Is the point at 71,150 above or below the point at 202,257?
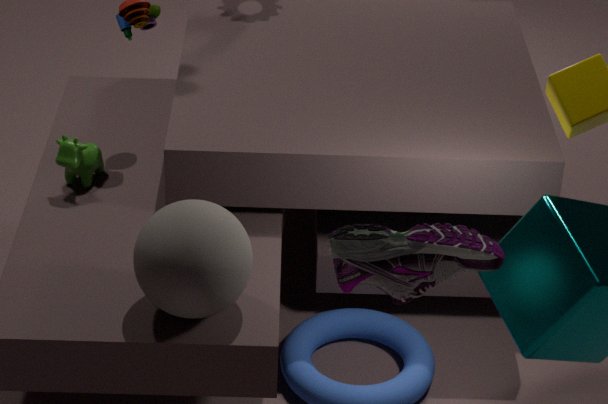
below
